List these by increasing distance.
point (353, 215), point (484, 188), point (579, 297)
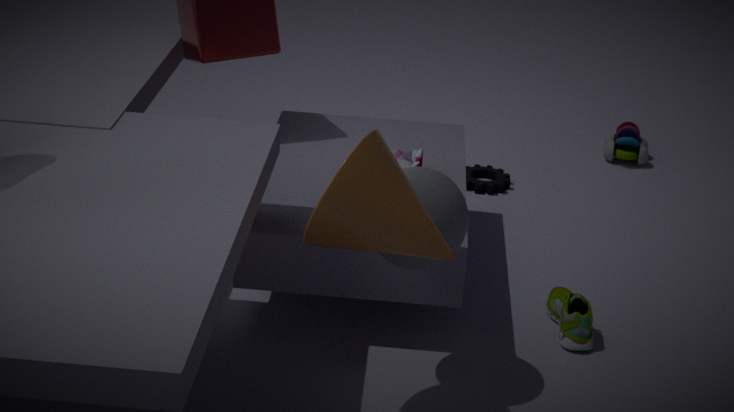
point (353, 215), point (579, 297), point (484, 188)
